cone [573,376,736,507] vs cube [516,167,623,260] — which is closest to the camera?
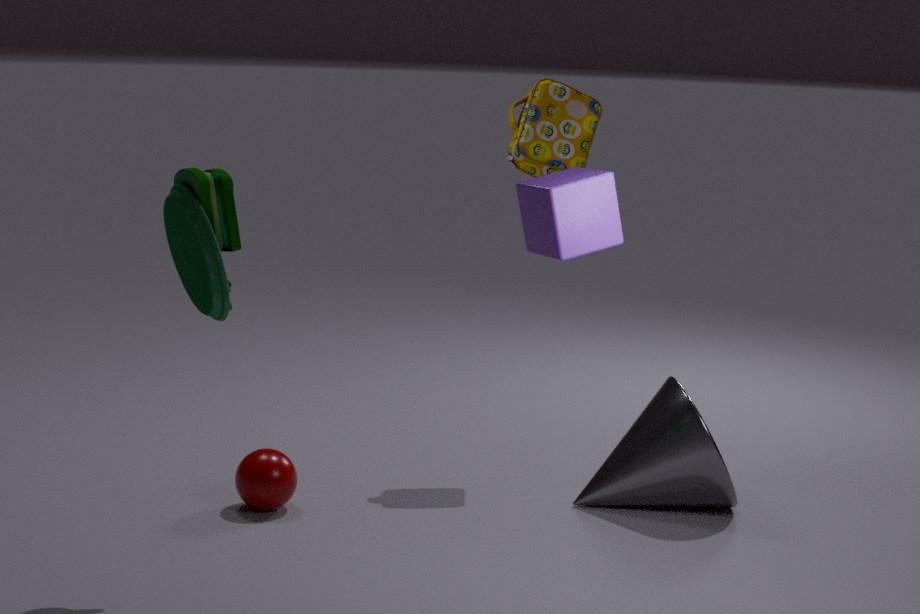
cube [516,167,623,260]
